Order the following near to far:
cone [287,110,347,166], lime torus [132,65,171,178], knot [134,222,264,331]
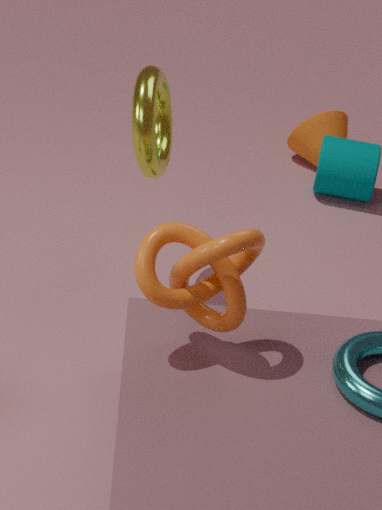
knot [134,222,264,331] → lime torus [132,65,171,178] → cone [287,110,347,166]
